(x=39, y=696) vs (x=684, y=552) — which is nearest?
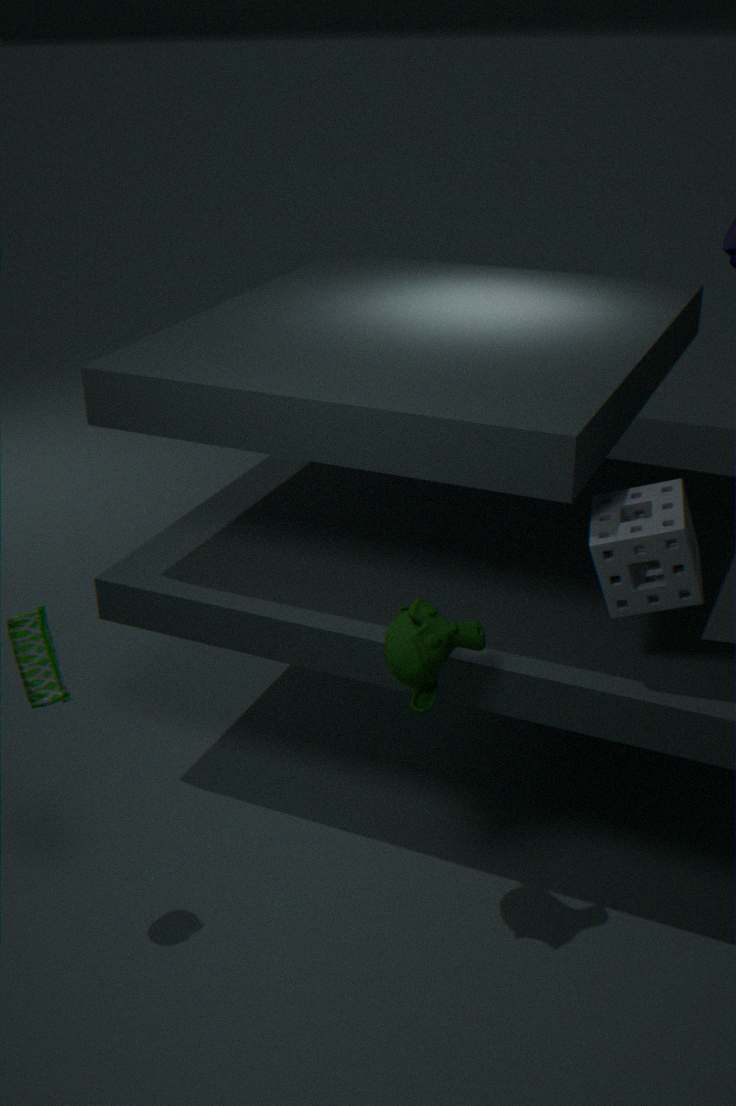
(x=684, y=552)
